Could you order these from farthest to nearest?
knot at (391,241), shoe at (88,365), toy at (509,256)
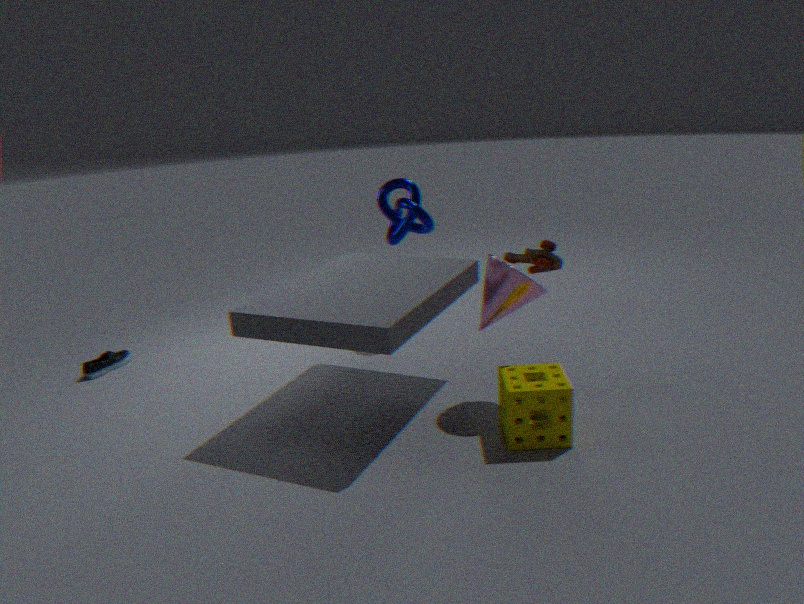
knot at (391,241)
shoe at (88,365)
toy at (509,256)
